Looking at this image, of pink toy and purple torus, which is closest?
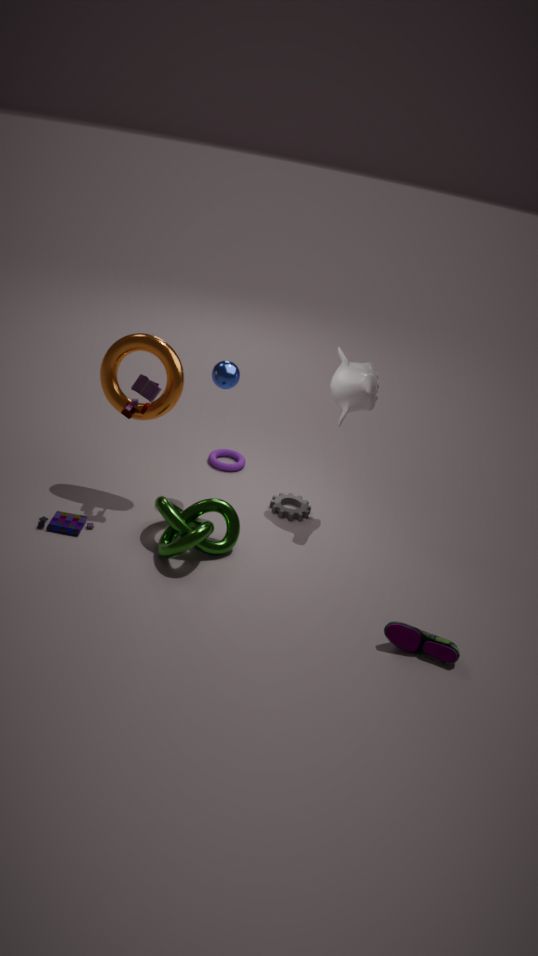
pink toy
